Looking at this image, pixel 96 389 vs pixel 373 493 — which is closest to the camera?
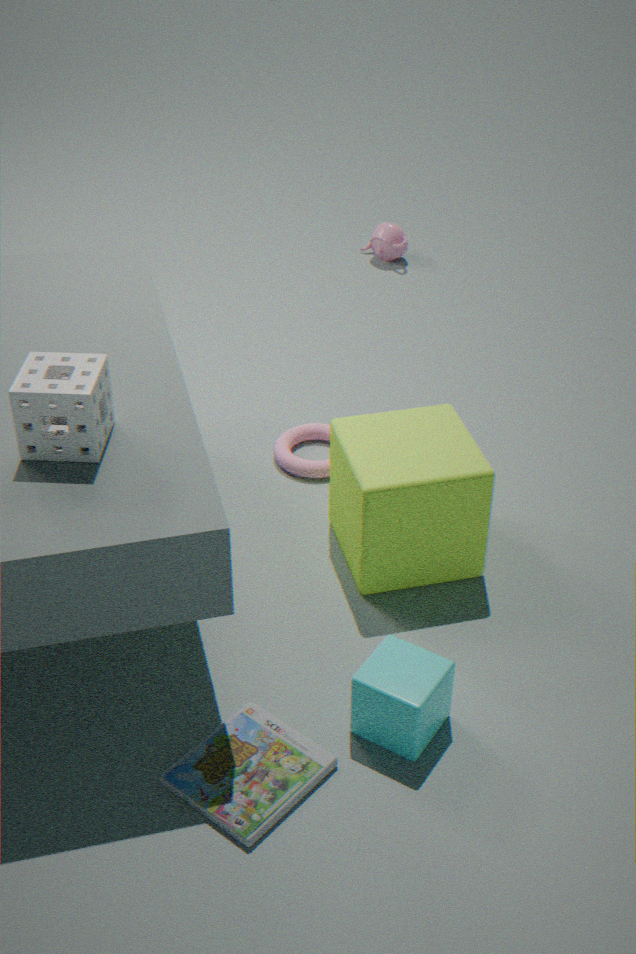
pixel 96 389
